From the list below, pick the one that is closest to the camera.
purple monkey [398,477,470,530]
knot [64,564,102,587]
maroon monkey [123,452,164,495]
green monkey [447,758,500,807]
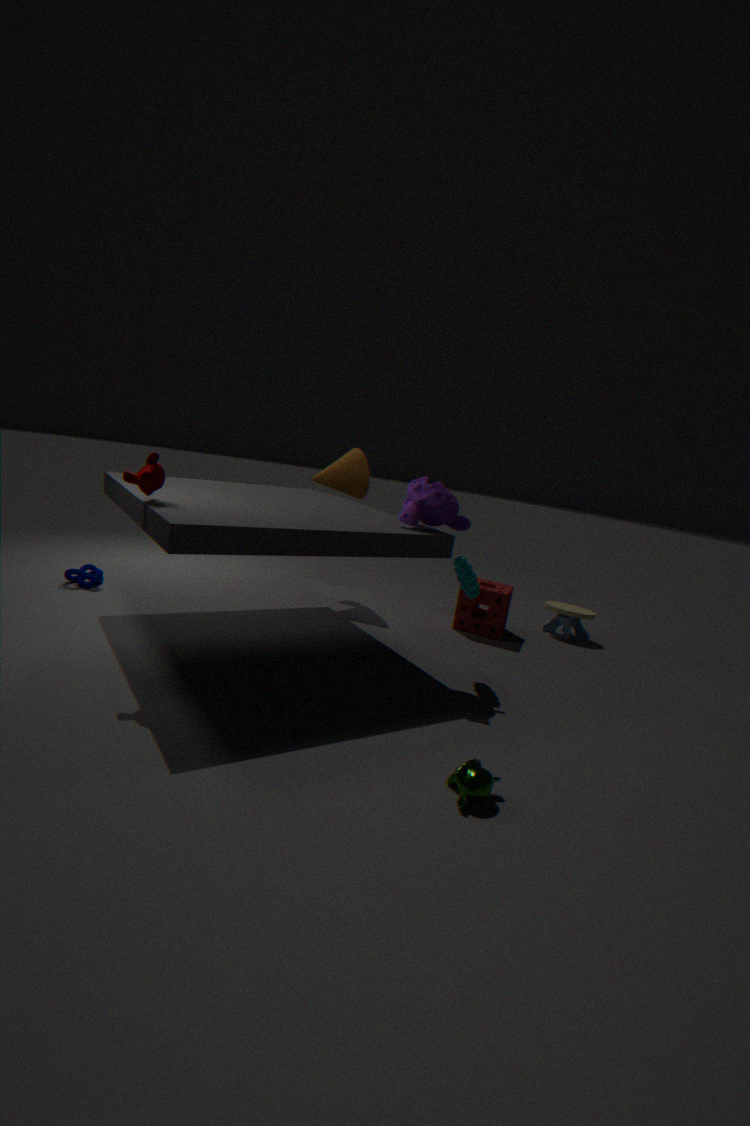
green monkey [447,758,500,807]
